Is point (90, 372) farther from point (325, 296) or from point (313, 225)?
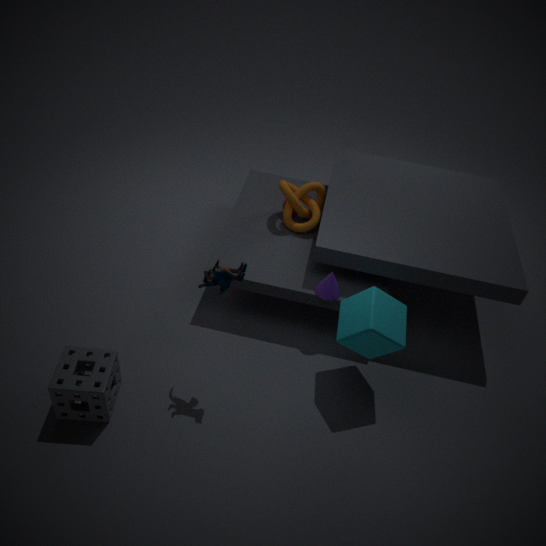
point (313, 225)
